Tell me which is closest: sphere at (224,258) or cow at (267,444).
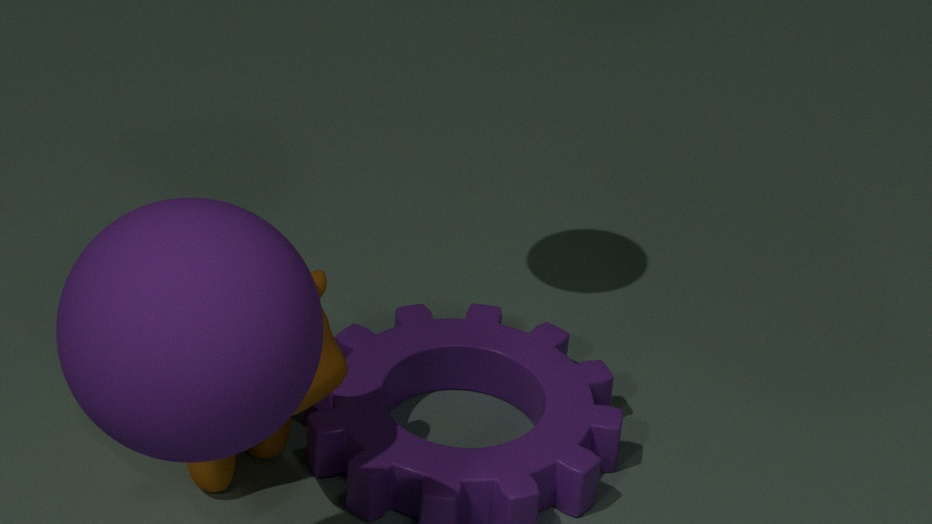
sphere at (224,258)
